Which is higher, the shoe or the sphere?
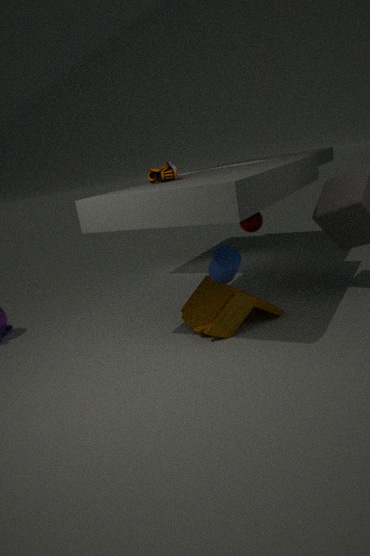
the shoe
